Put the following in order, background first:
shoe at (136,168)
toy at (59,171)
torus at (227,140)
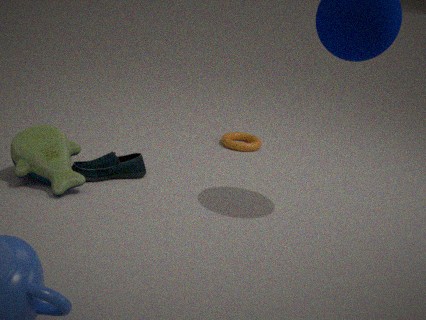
torus at (227,140) → shoe at (136,168) → toy at (59,171)
